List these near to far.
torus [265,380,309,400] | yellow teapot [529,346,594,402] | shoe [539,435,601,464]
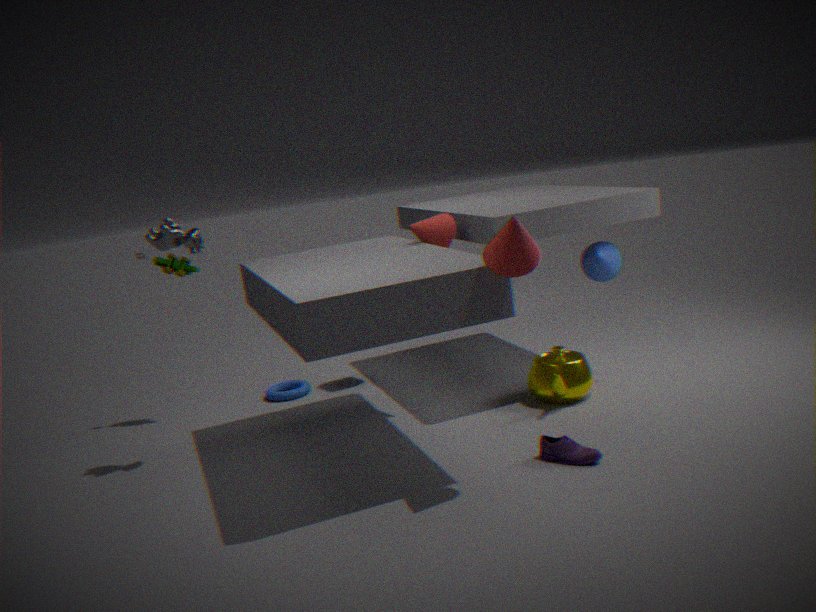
shoe [539,435,601,464], yellow teapot [529,346,594,402], torus [265,380,309,400]
